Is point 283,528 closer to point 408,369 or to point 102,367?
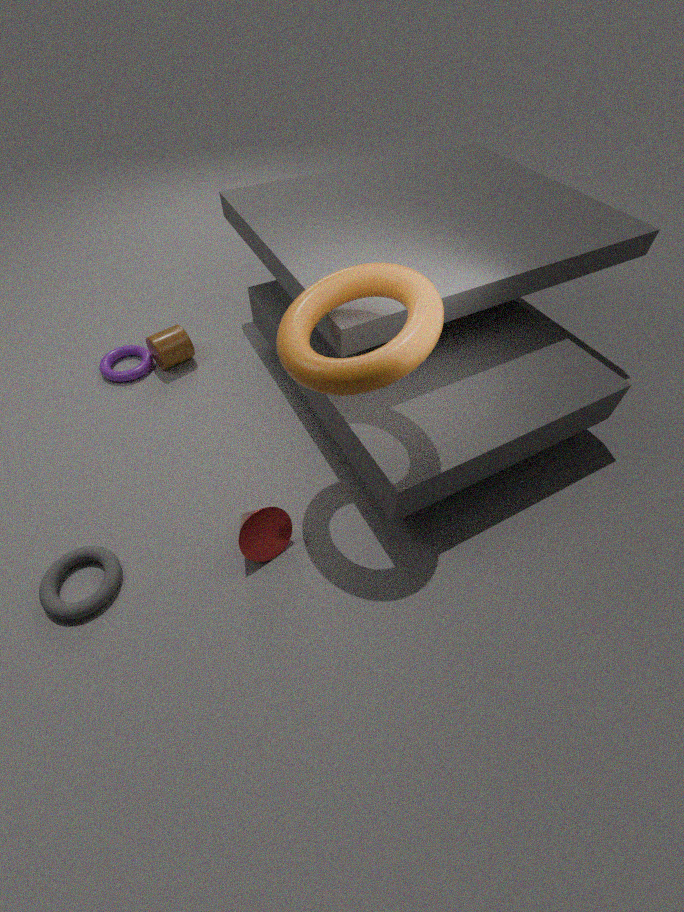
point 408,369
